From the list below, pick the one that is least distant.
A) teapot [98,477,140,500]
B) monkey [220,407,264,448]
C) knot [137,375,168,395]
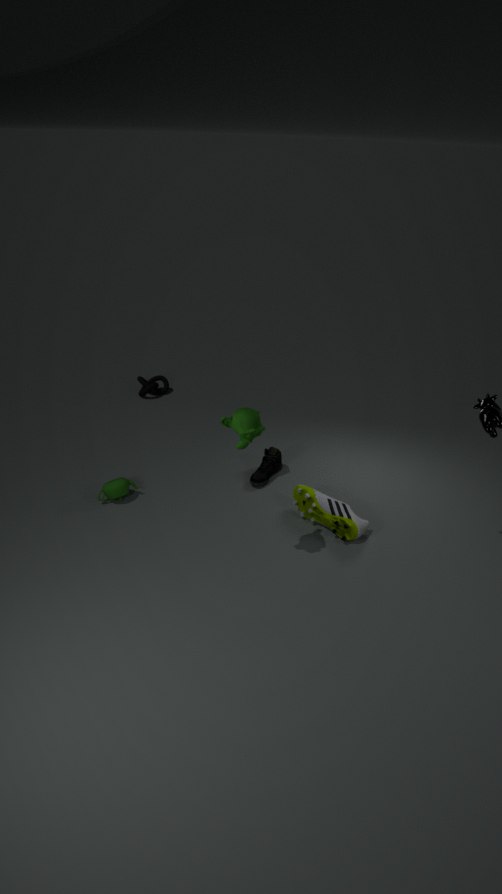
monkey [220,407,264,448]
